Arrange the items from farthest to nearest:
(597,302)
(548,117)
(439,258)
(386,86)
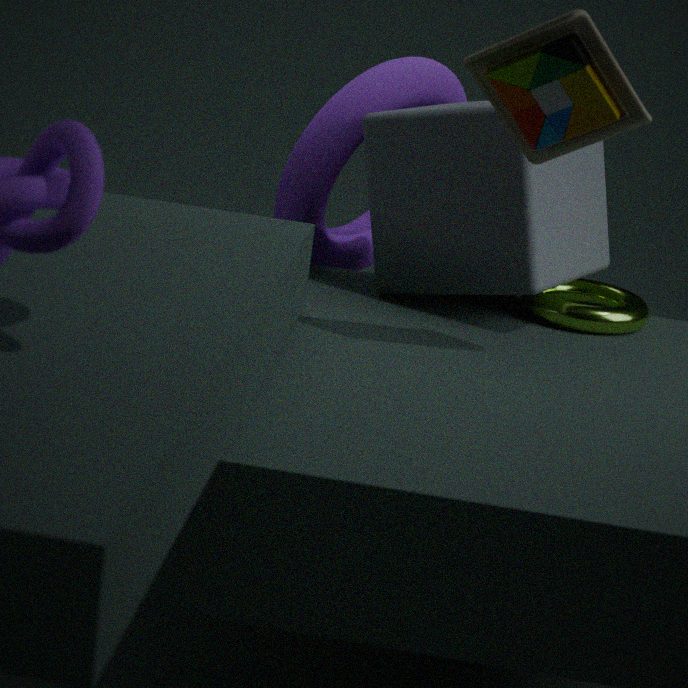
(597,302), (386,86), (439,258), (548,117)
